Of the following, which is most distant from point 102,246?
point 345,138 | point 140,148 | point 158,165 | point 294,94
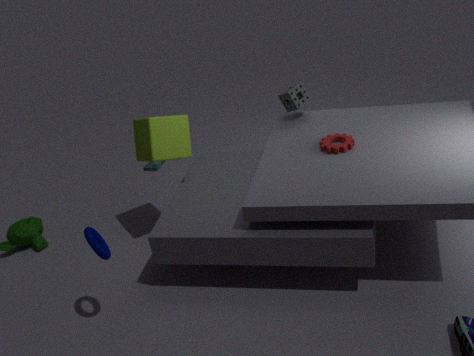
point 158,165
